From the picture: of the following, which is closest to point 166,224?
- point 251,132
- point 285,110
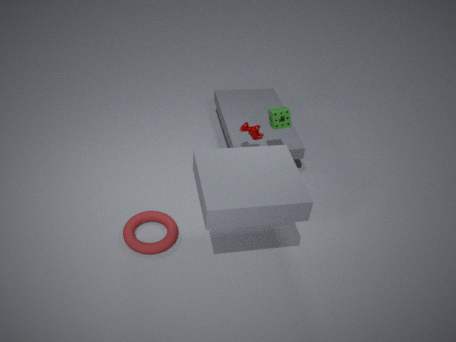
point 251,132
